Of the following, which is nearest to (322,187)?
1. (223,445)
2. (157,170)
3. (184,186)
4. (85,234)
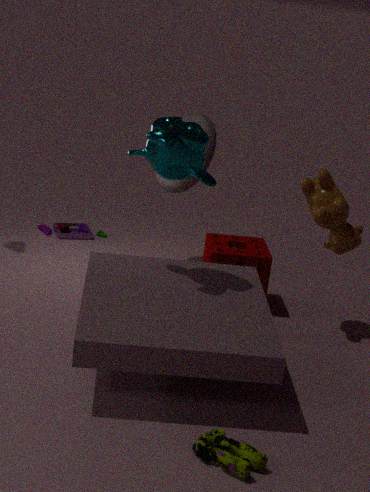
(157,170)
